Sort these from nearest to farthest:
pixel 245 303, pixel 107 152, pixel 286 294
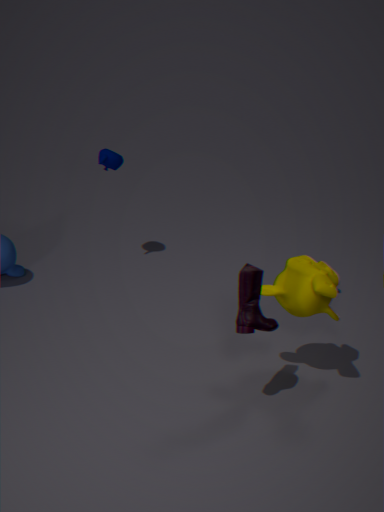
pixel 245 303, pixel 286 294, pixel 107 152
